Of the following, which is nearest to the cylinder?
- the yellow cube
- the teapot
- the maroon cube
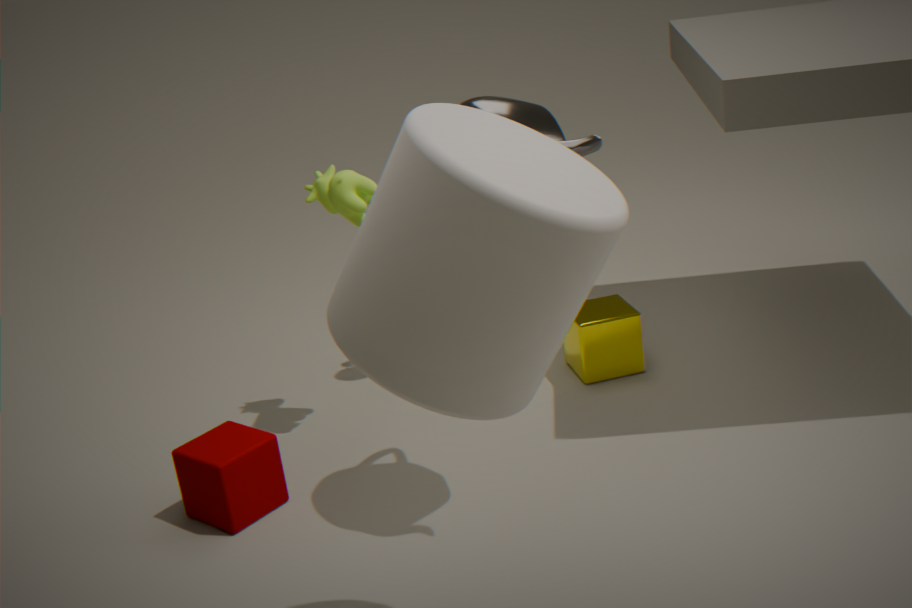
the teapot
